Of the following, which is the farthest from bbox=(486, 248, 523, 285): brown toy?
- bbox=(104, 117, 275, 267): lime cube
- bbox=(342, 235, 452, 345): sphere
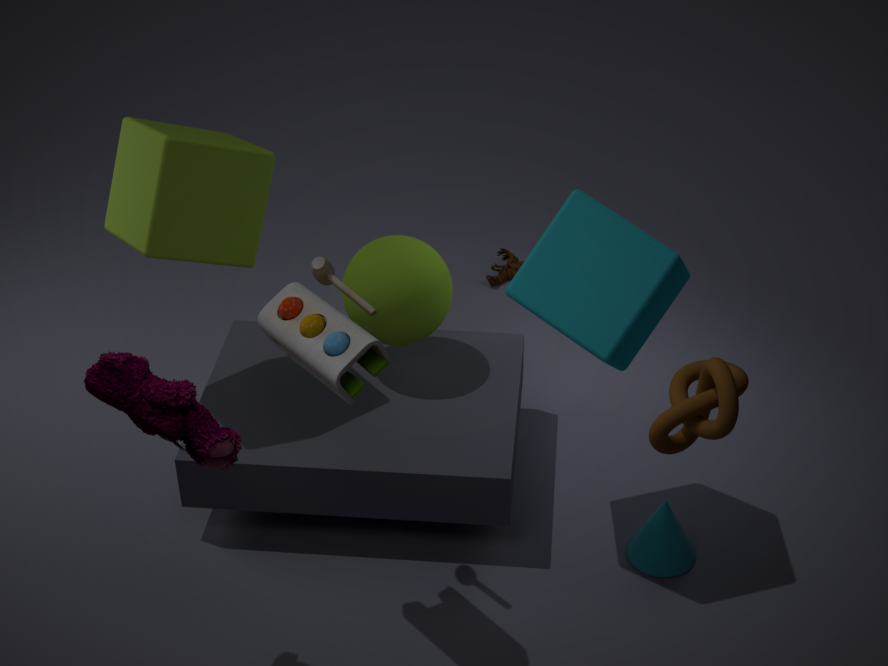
bbox=(104, 117, 275, 267): lime cube
